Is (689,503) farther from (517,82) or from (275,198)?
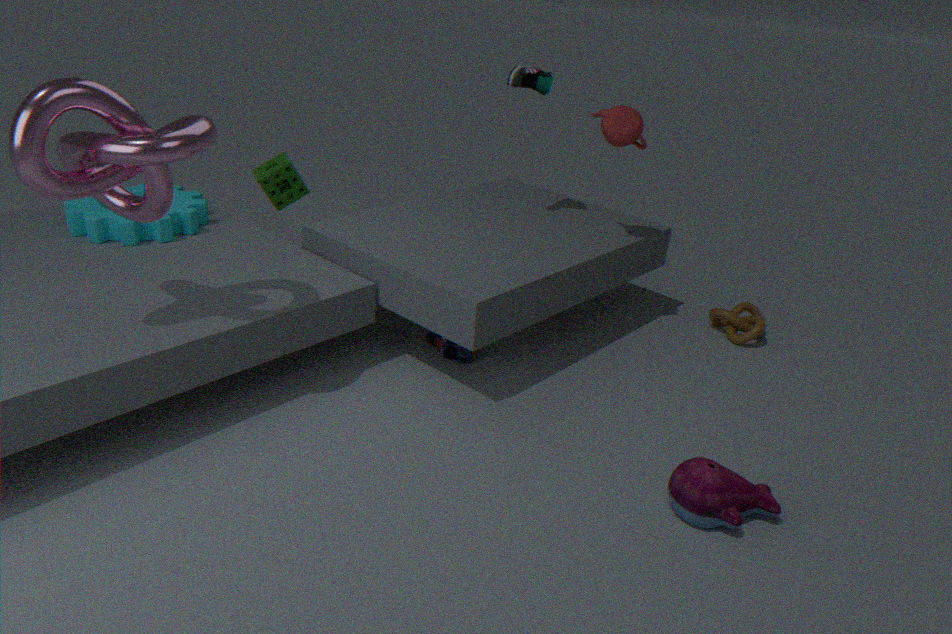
(275,198)
